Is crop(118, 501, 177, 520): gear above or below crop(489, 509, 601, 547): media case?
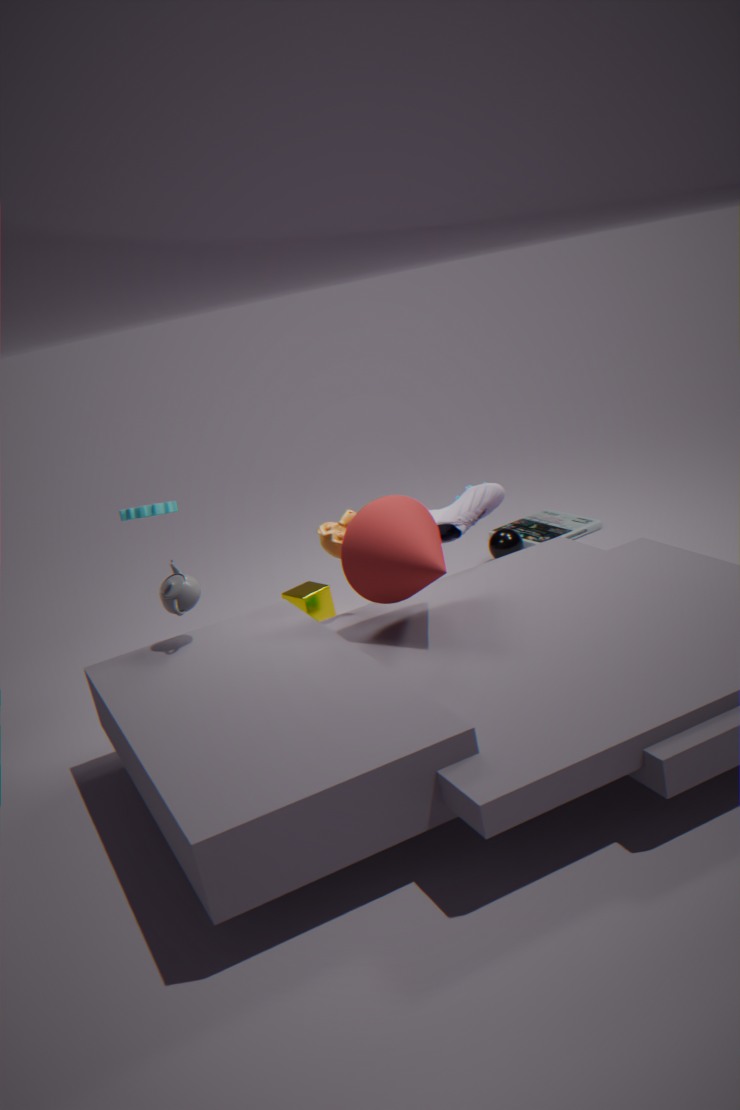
above
